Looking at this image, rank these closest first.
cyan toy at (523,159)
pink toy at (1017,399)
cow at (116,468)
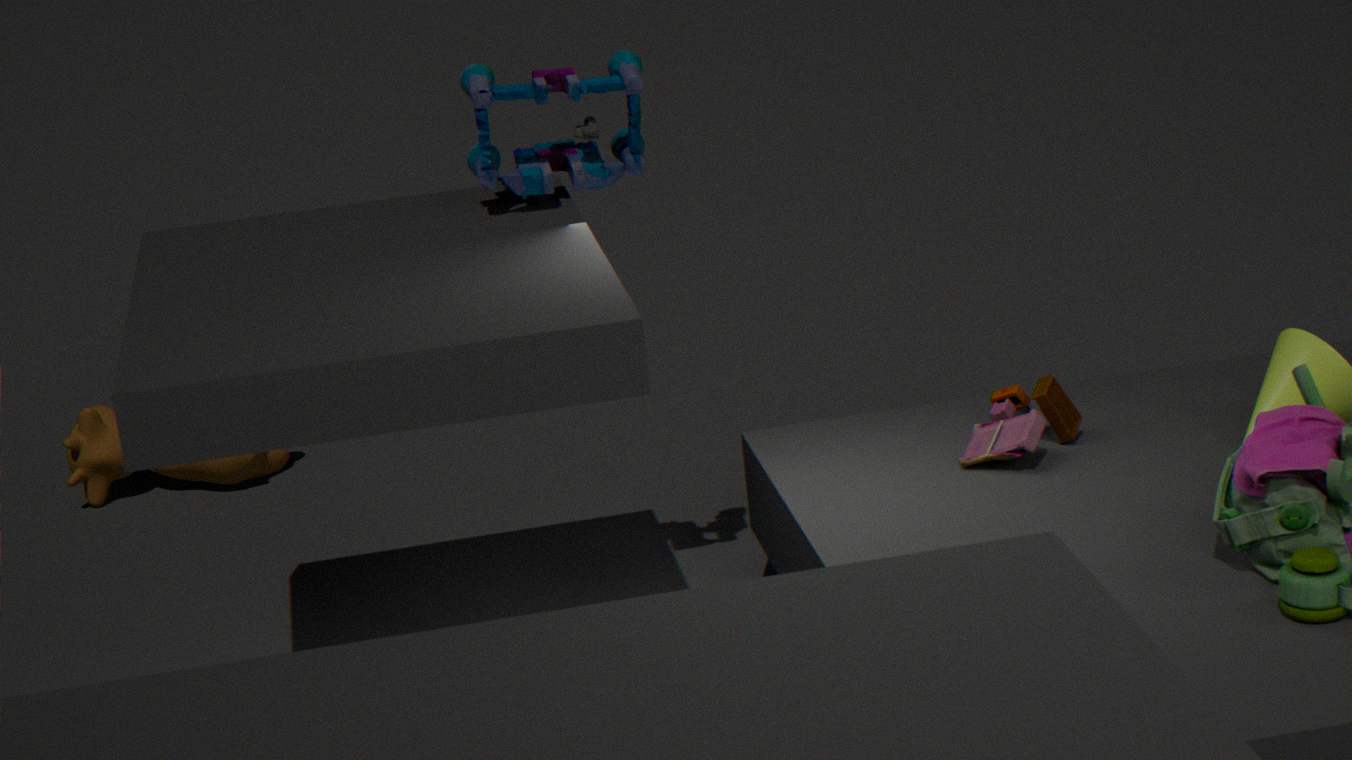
cyan toy at (523,159), pink toy at (1017,399), cow at (116,468)
